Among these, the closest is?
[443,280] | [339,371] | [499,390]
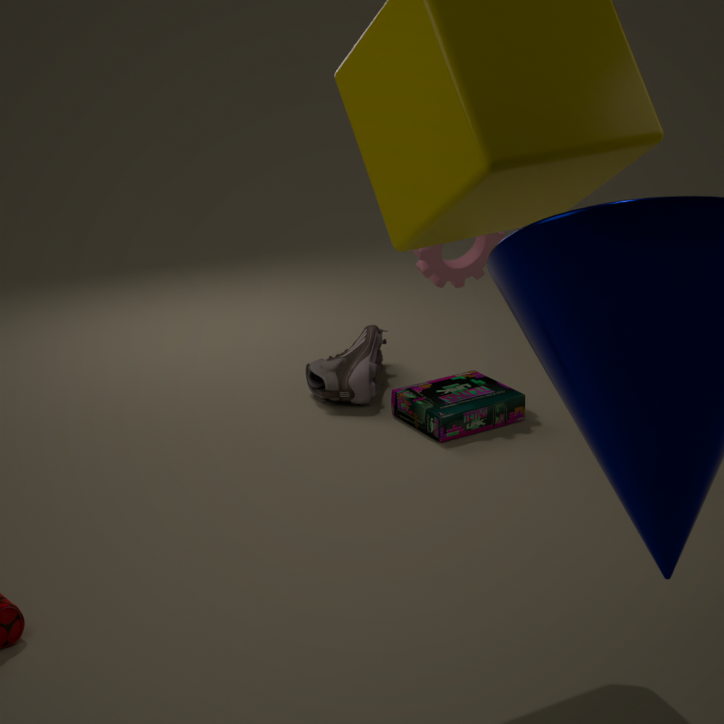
[499,390]
